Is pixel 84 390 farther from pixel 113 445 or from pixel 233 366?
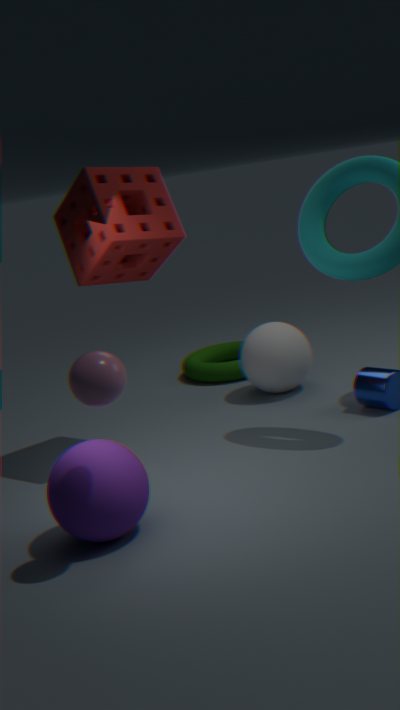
pixel 233 366
